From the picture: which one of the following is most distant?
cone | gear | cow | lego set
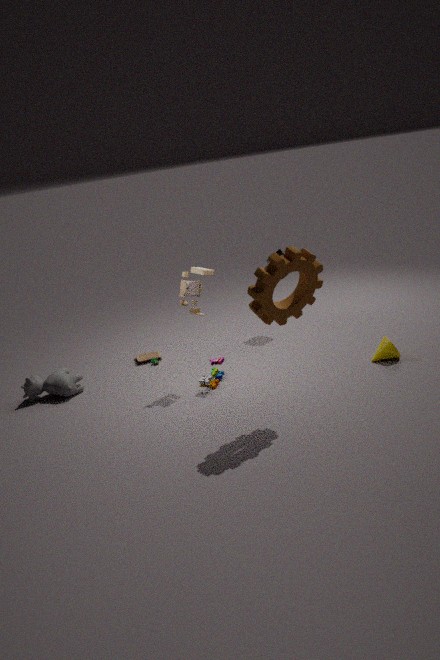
cow
